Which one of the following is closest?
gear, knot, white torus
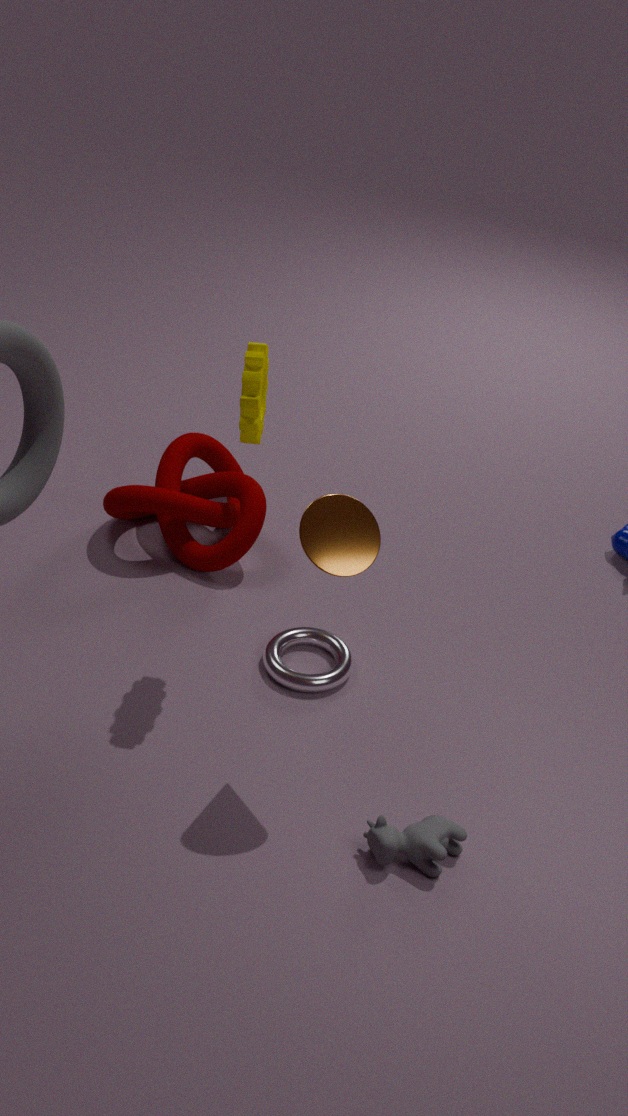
gear
